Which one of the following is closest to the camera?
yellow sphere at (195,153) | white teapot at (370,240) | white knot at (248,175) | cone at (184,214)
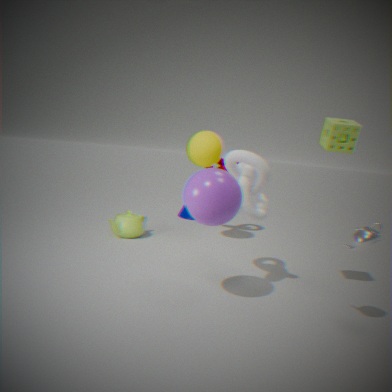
white teapot at (370,240)
